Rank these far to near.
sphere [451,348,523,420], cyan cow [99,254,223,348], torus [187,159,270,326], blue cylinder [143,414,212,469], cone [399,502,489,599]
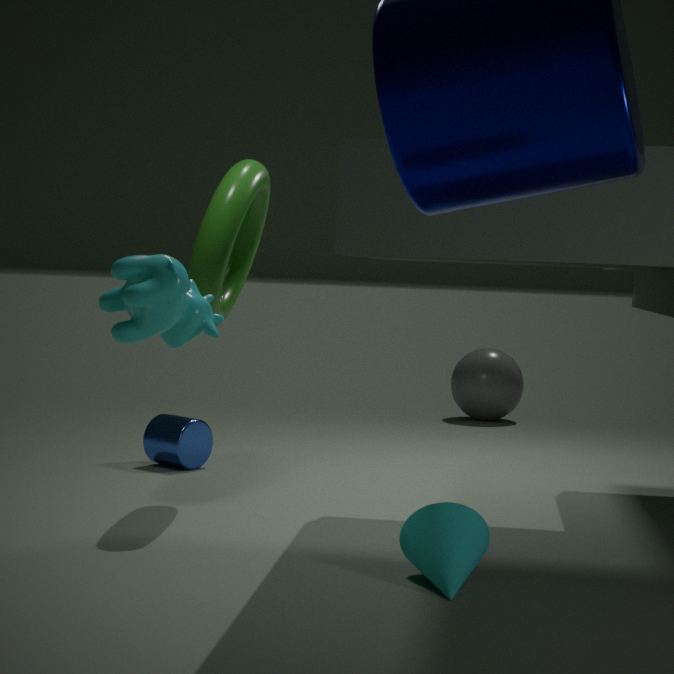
1. sphere [451,348,523,420]
2. blue cylinder [143,414,212,469]
3. torus [187,159,270,326]
4. cone [399,502,489,599]
5. cyan cow [99,254,223,348]
